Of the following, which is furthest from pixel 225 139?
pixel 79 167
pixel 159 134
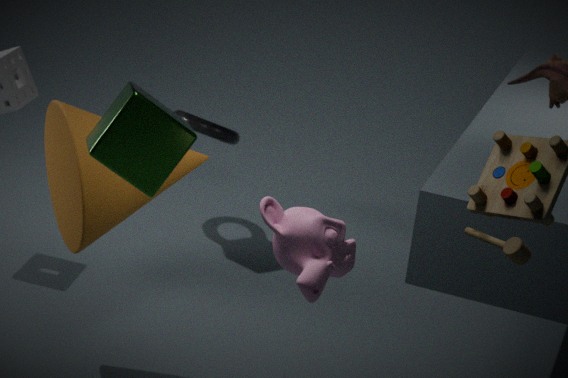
Answer: pixel 159 134
